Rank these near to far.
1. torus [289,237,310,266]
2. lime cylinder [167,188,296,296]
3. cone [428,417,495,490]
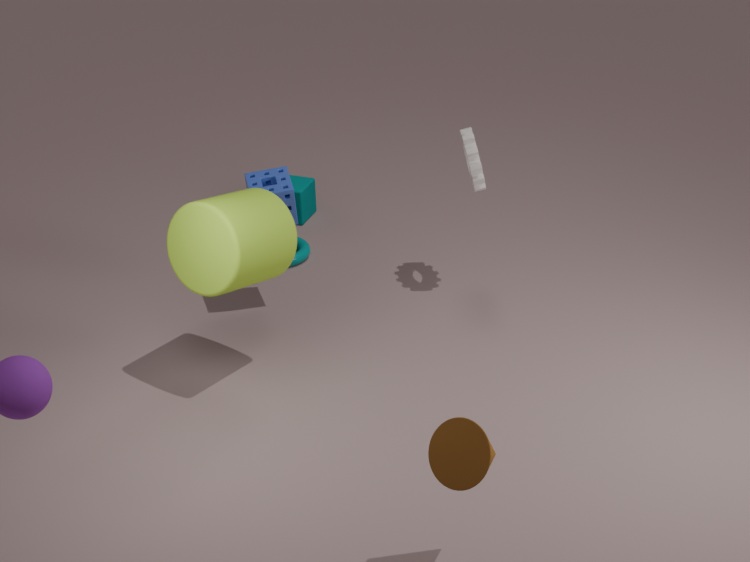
cone [428,417,495,490] → lime cylinder [167,188,296,296] → torus [289,237,310,266]
